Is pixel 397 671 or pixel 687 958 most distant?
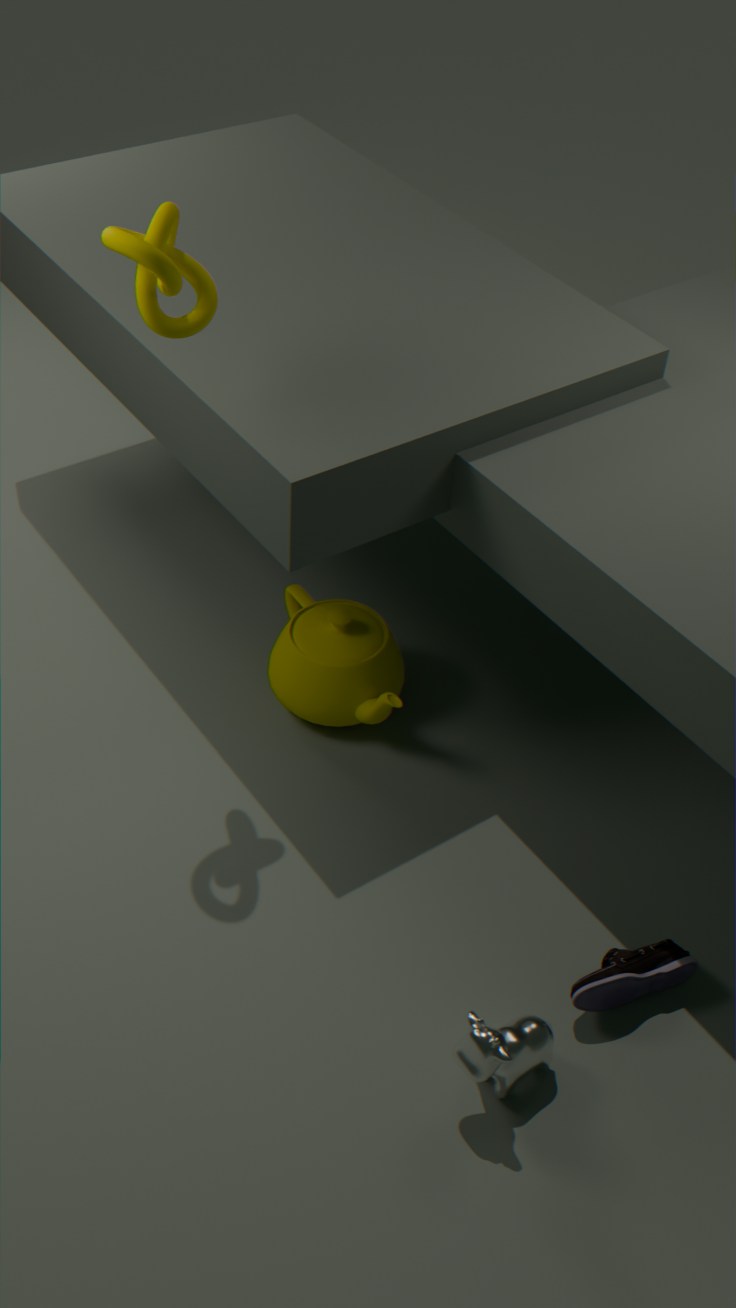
pixel 397 671
